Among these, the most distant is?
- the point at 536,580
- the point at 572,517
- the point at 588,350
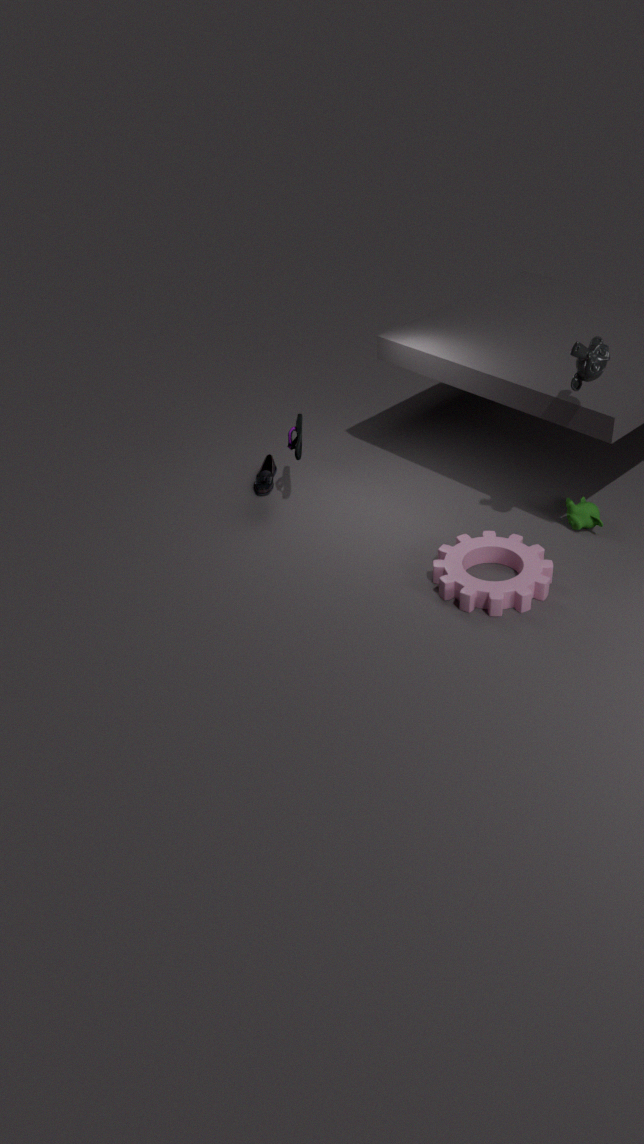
the point at 572,517
